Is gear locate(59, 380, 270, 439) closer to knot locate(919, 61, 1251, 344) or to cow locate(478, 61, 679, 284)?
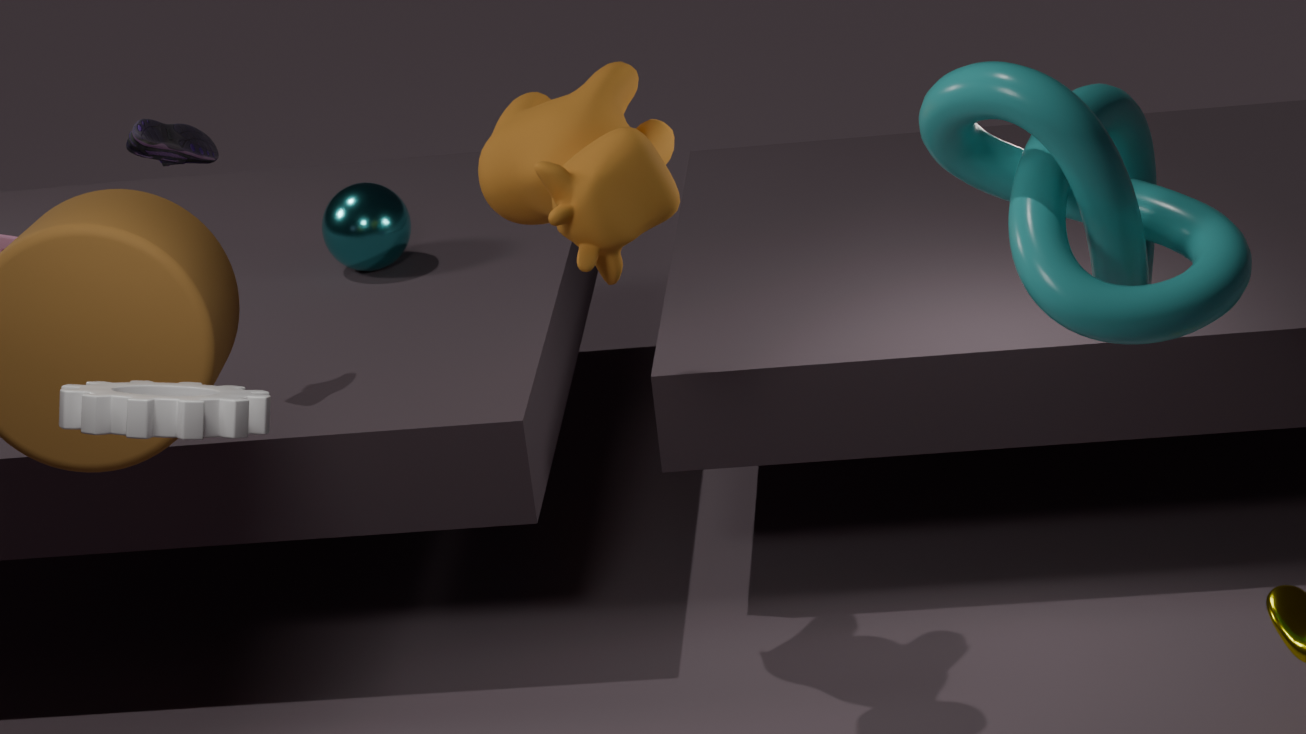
cow locate(478, 61, 679, 284)
